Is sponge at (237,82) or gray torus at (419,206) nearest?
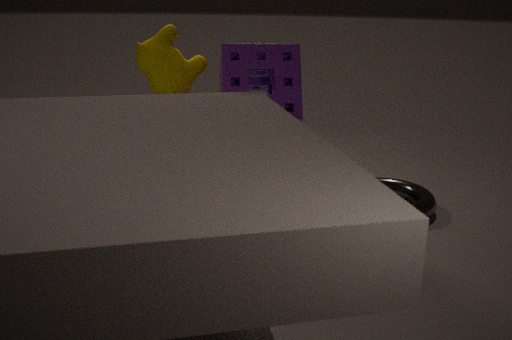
sponge at (237,82)
